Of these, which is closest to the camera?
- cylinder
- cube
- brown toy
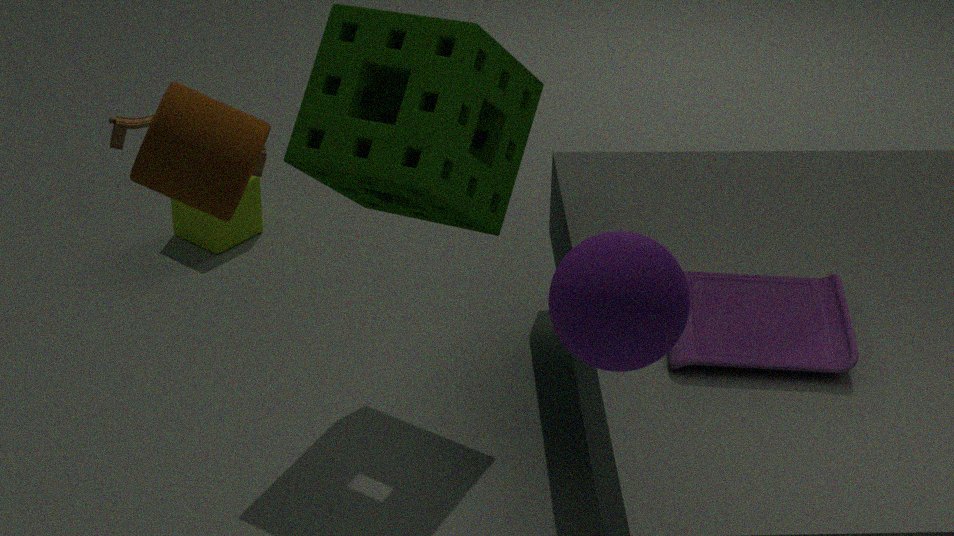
cylinder
